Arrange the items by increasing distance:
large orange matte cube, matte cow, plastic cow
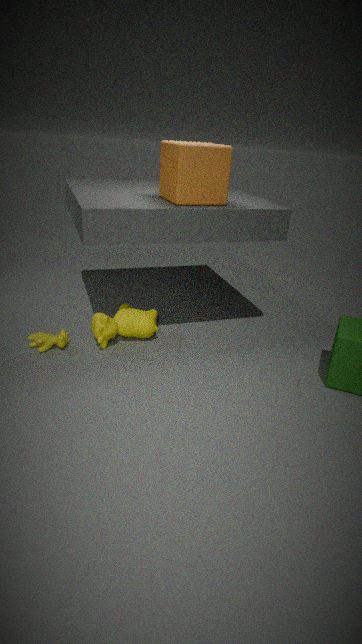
large orange matte cube < plastic cow < matte cow
